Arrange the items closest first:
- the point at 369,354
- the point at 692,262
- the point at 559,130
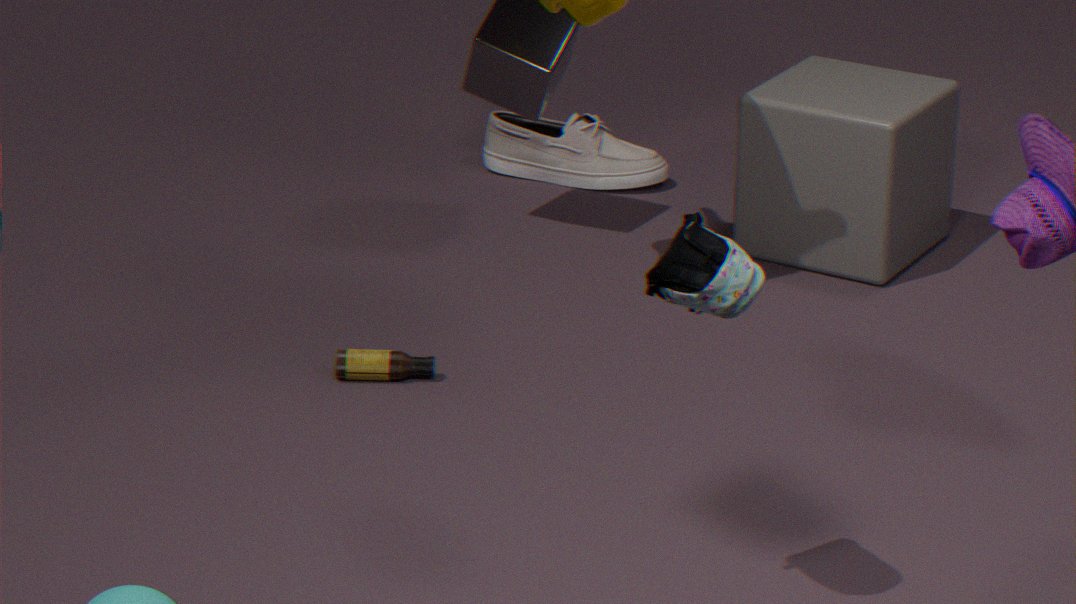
1. the point at 692,262
2. the point at 369,354
3. the point at 559,130
